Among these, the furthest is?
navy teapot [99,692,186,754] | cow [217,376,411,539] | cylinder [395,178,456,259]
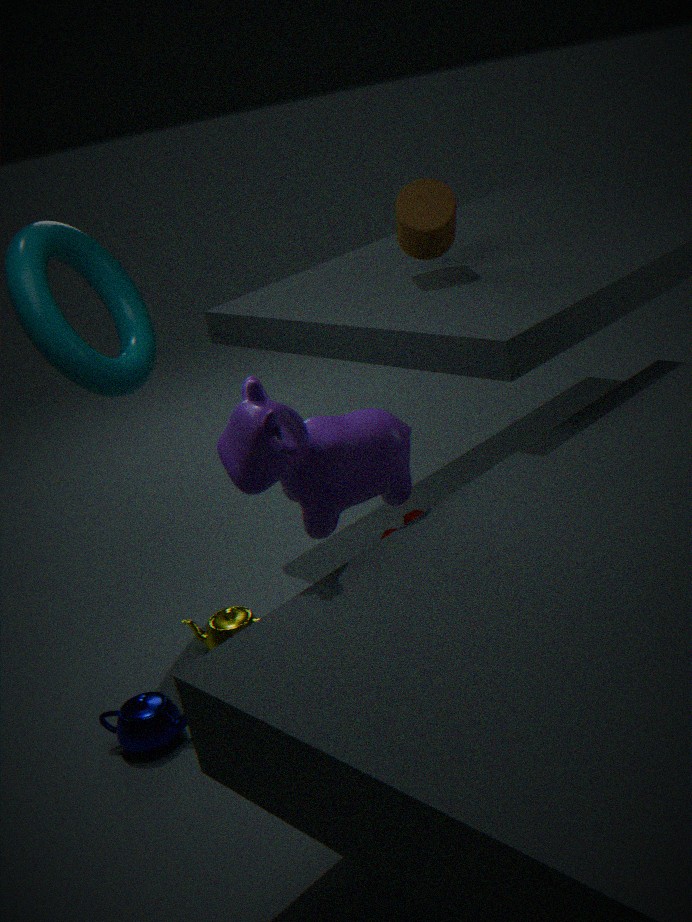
cylinder [395,178,456,259]
